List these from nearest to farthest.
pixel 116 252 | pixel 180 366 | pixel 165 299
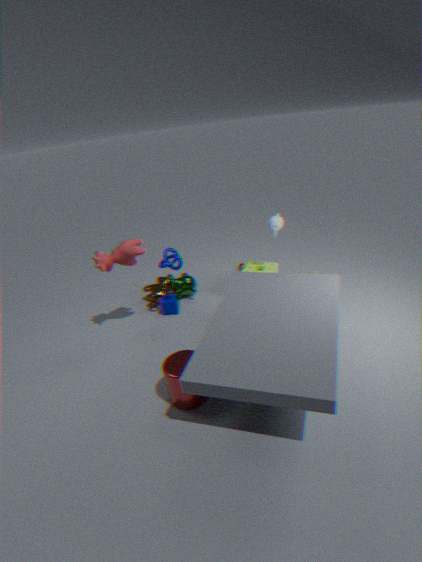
pixel 180 366, pixel 116 252, pixel 165 299
